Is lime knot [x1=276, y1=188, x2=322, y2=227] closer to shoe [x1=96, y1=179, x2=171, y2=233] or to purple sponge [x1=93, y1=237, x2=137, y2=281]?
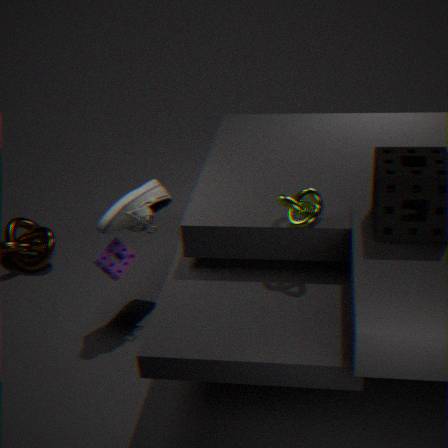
shoe [x1=96, y1=179, x2=171, y2=233]
